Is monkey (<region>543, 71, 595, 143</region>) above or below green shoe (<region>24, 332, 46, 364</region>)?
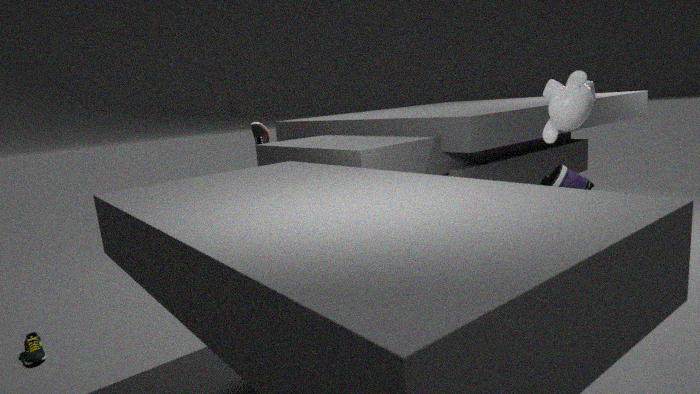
above
